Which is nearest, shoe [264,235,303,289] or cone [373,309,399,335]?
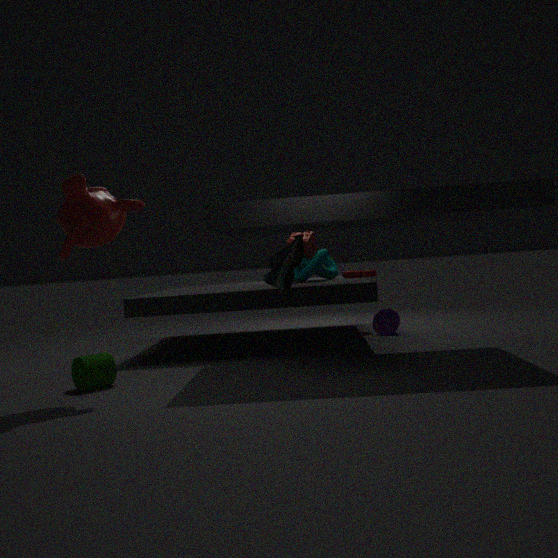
shoe [264,235,303,289]
